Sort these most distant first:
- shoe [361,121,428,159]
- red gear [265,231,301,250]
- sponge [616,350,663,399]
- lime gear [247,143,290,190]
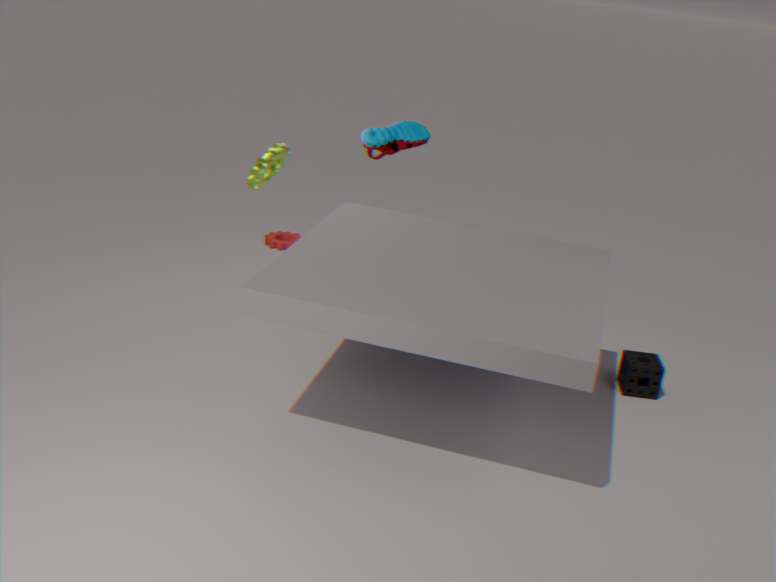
red gear [265,231,301,250] < shoe [361,121,428,159] < sponge [616,350,663,399] < lime gear [247,143,290,190]
